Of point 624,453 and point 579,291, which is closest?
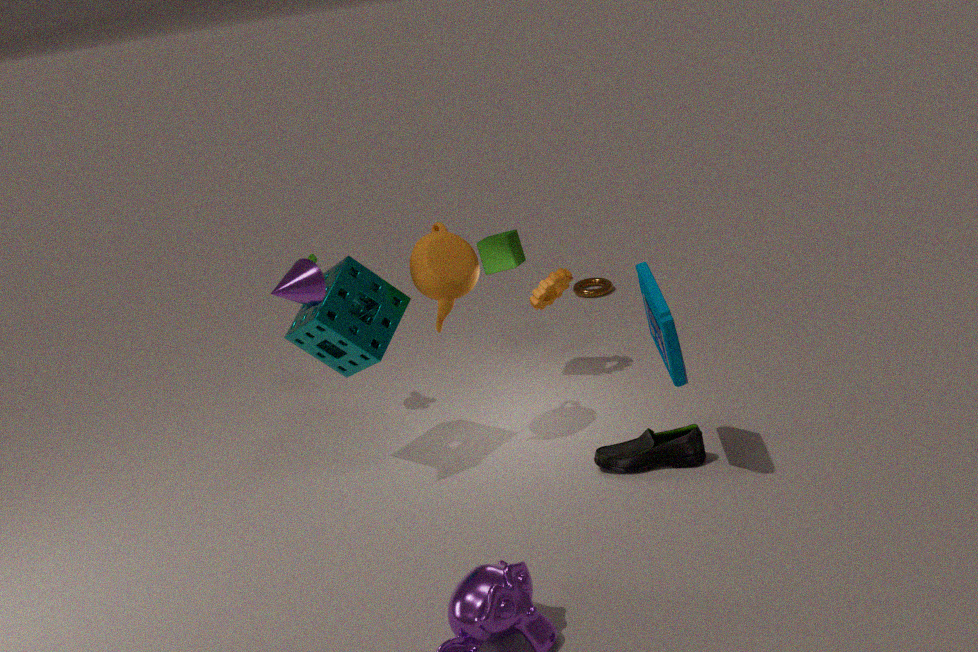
point 624,453
